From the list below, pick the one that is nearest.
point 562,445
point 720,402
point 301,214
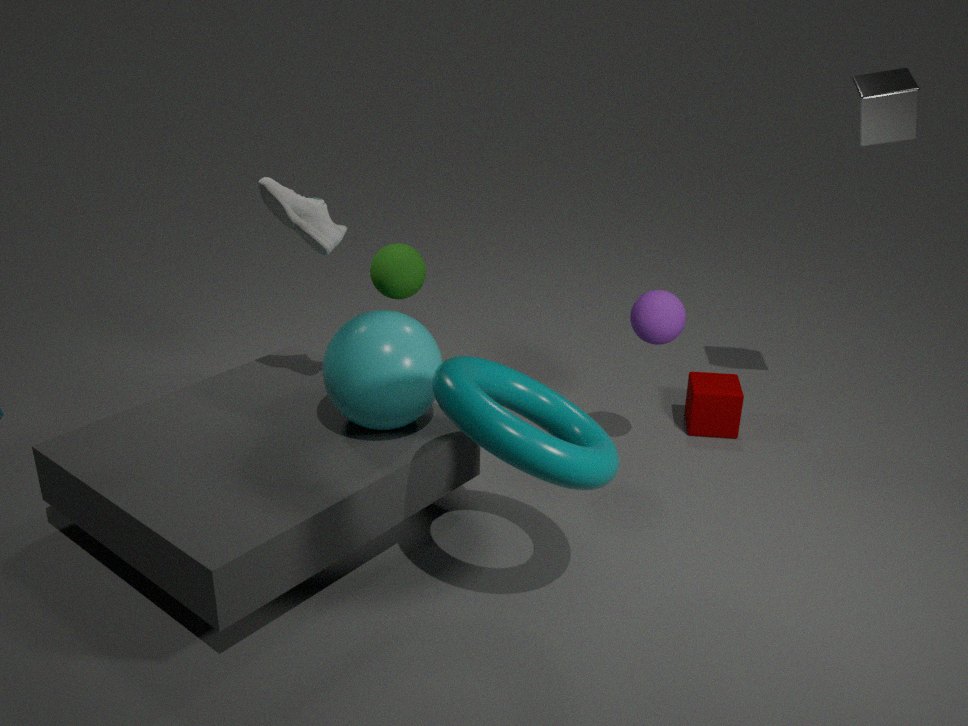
point 562,445
